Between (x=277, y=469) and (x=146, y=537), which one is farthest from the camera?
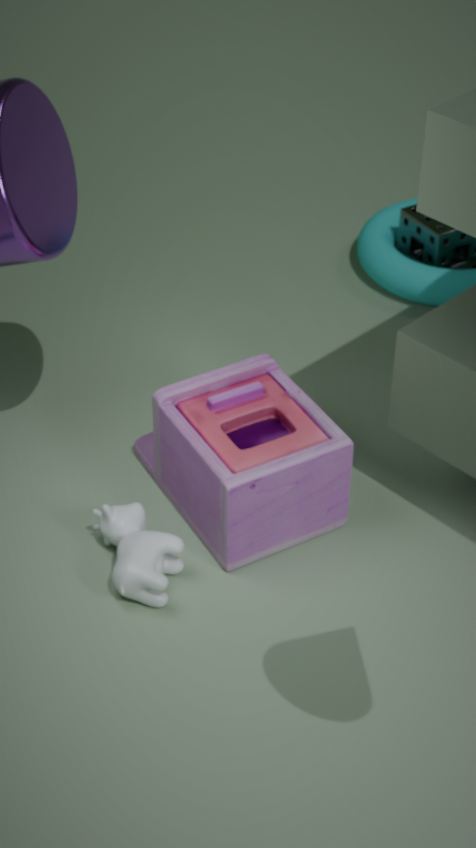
(x=146, y=537)
